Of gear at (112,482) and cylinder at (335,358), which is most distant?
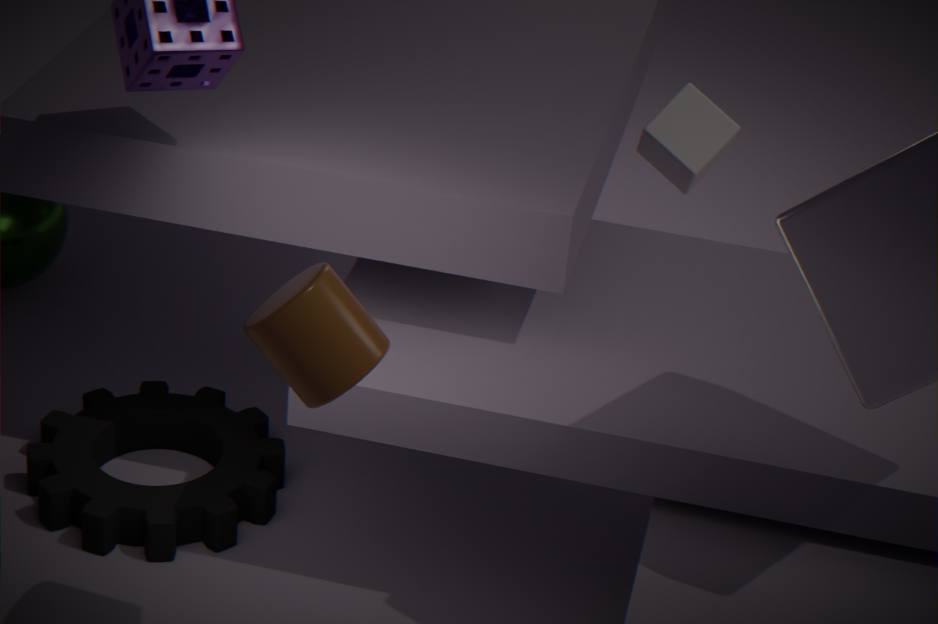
gear at (112,482)
